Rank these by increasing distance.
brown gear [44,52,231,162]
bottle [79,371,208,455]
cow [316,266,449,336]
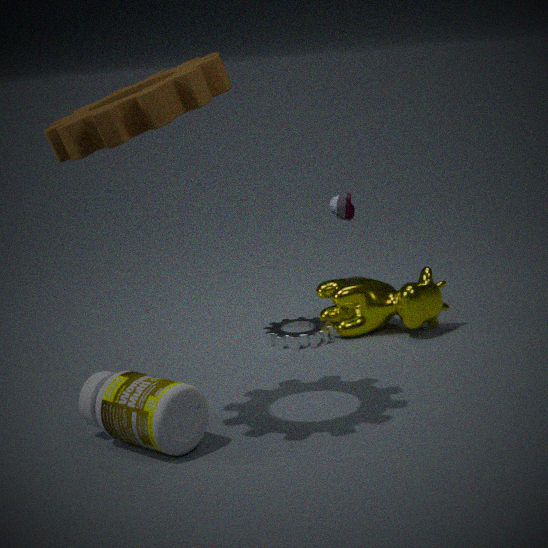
brown gear [44,52,231,162], bottle [79,371,208,455], cow [316,266,449,336]
